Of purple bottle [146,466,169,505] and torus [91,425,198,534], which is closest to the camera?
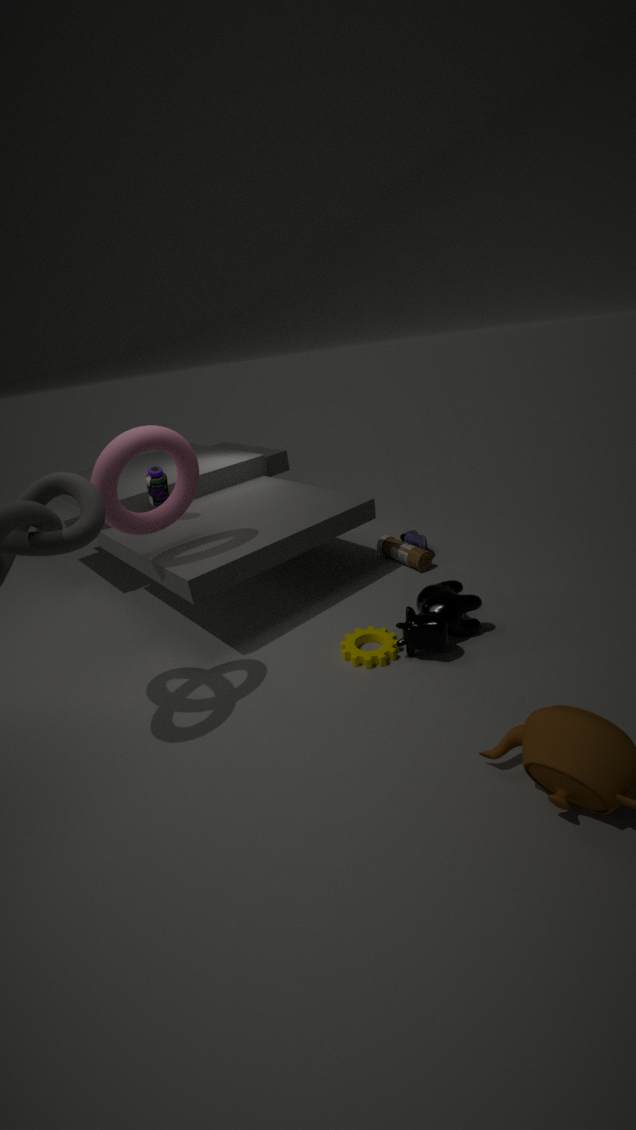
torus [91,425,198,534]
